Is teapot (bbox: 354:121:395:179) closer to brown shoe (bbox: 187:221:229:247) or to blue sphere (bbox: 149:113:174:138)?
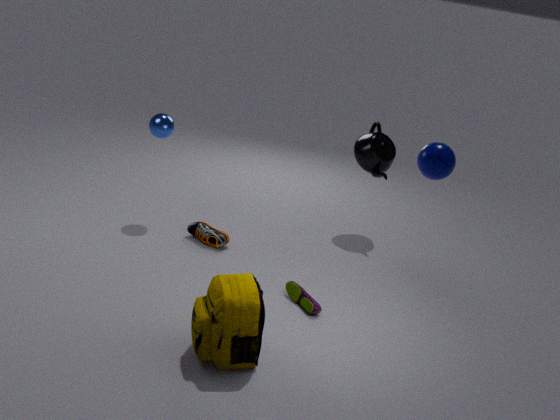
brown shoe (bbox: 187:221:229:247)
